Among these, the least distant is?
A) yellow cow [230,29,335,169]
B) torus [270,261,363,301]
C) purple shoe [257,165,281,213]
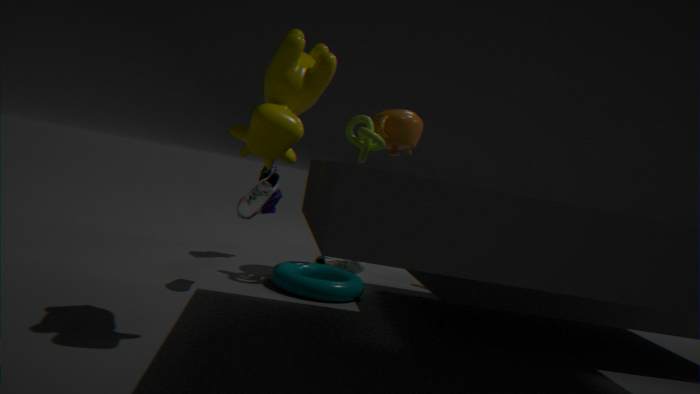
yellow cow [230,29,335,169]
